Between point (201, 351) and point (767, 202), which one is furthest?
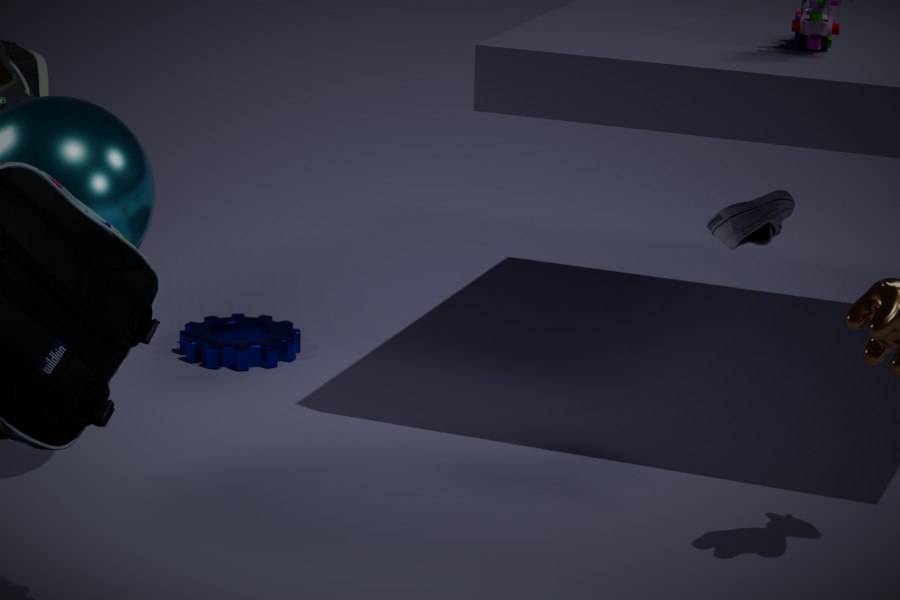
point (201, 351)
